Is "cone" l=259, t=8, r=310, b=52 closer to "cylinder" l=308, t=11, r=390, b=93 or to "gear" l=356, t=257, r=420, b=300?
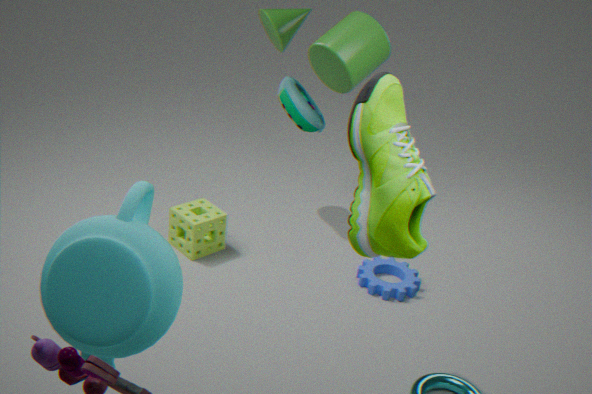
"cylinder" l=308, t=11, r=390, b=93
